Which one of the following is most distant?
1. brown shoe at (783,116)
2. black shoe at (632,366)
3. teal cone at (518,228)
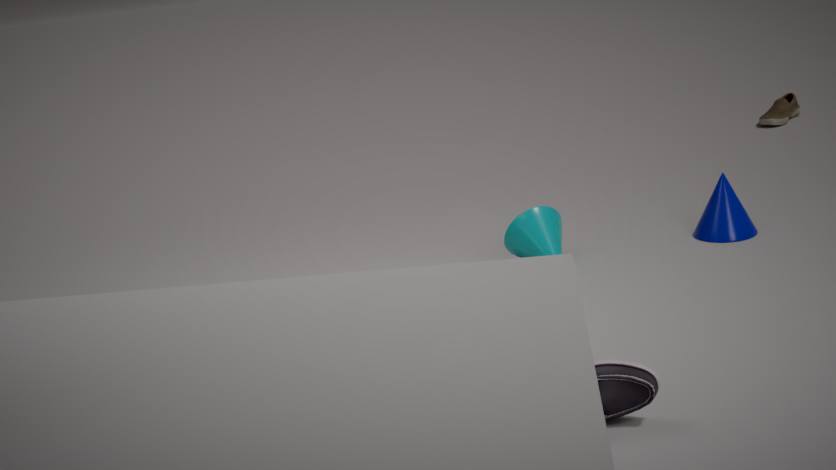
brown shoe at (783,116)
